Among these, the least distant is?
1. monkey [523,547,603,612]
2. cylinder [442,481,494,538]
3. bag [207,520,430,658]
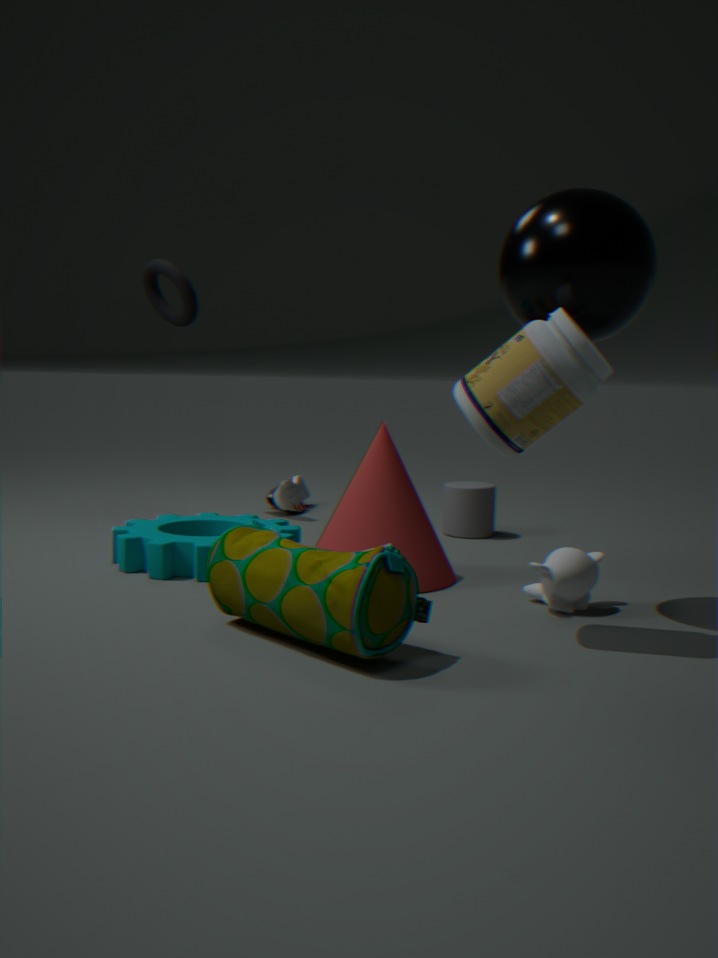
bag [207,520,430,658]
